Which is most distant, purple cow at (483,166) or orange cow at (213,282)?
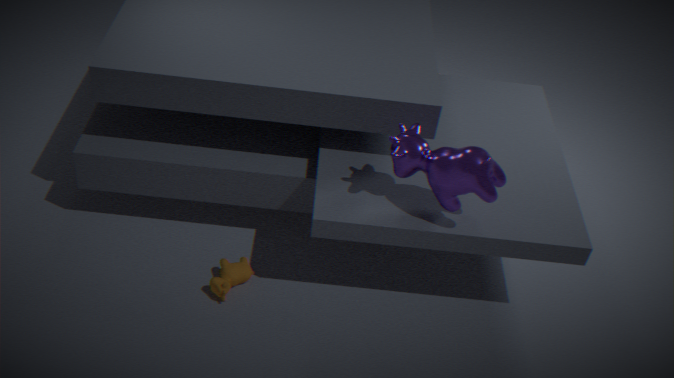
orange cow at (213,282)
